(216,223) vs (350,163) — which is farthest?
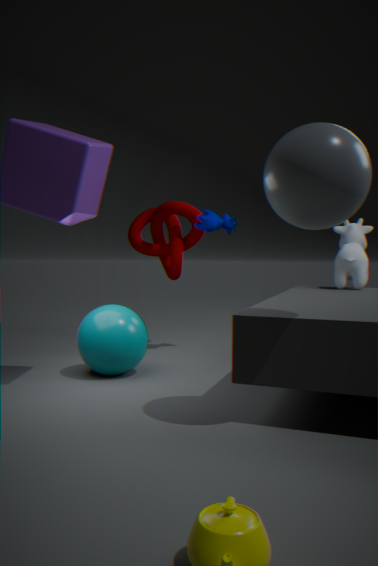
(216,223)
